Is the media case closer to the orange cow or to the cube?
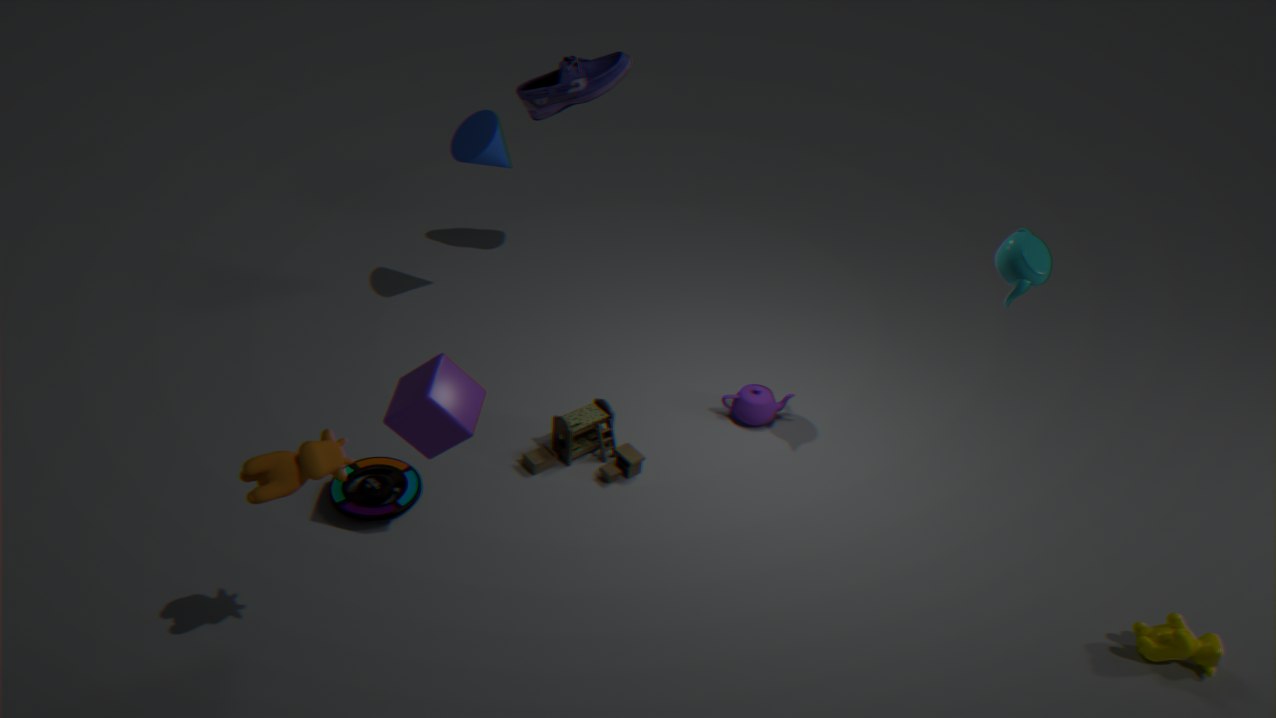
the cube
